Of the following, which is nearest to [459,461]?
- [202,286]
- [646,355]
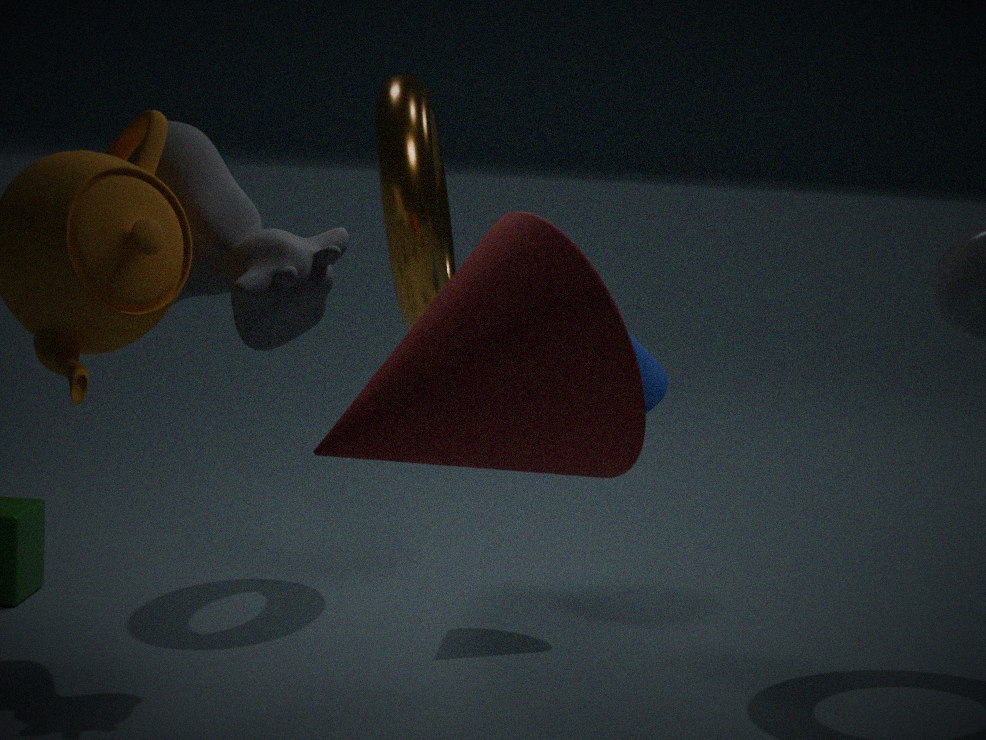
[202,286]
